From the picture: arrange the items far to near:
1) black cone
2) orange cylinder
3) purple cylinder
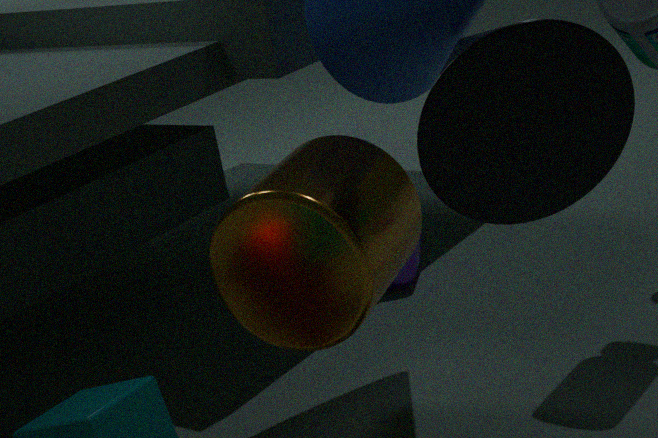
3. purple cylinder → 2. orange cylinder → 1. black cone
